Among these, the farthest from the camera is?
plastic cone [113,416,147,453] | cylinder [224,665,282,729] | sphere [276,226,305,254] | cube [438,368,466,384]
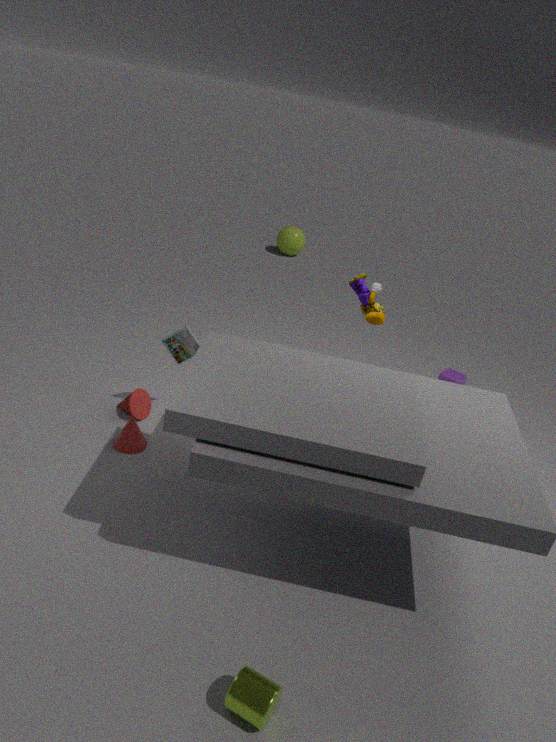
sphere [276,226,305,254]
